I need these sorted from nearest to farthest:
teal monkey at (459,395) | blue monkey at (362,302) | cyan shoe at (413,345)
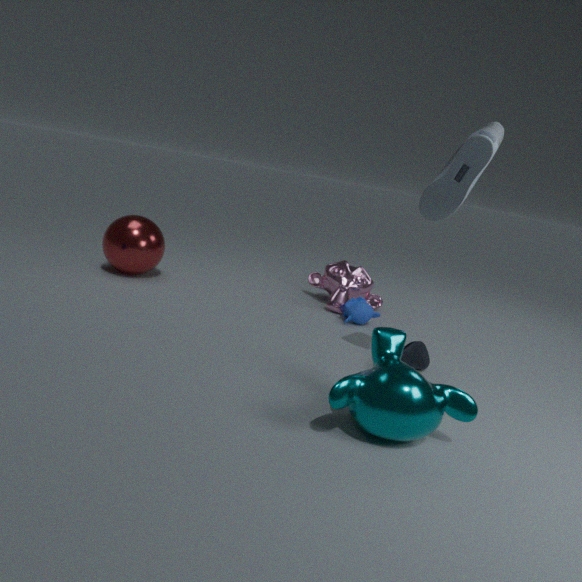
teal monkey at (459,395) < cyan shoe at (413,345) < blue monkey at (362,302)
